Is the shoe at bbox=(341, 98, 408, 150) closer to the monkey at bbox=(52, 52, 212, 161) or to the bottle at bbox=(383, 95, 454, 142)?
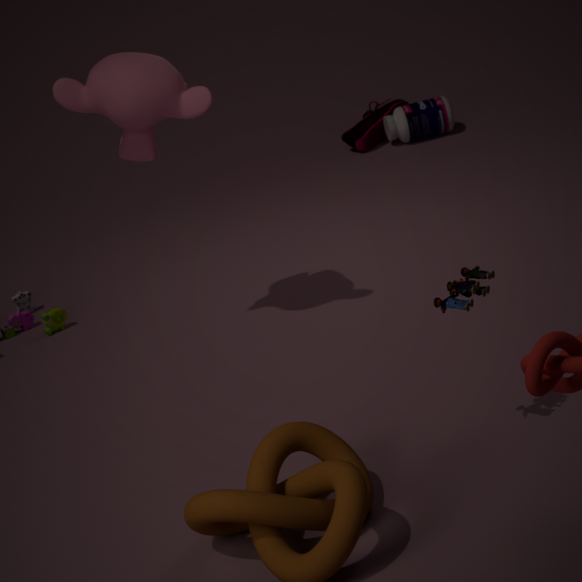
the bottle at bbox=(383, 95, 454, 142)
